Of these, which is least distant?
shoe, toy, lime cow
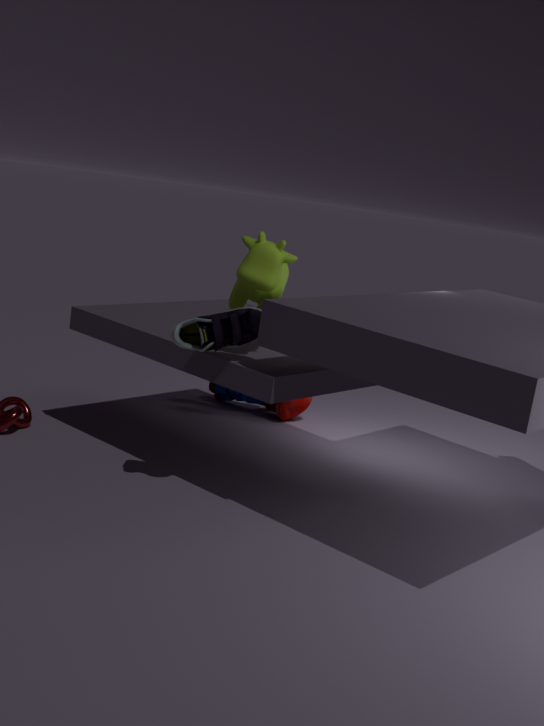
shoe
